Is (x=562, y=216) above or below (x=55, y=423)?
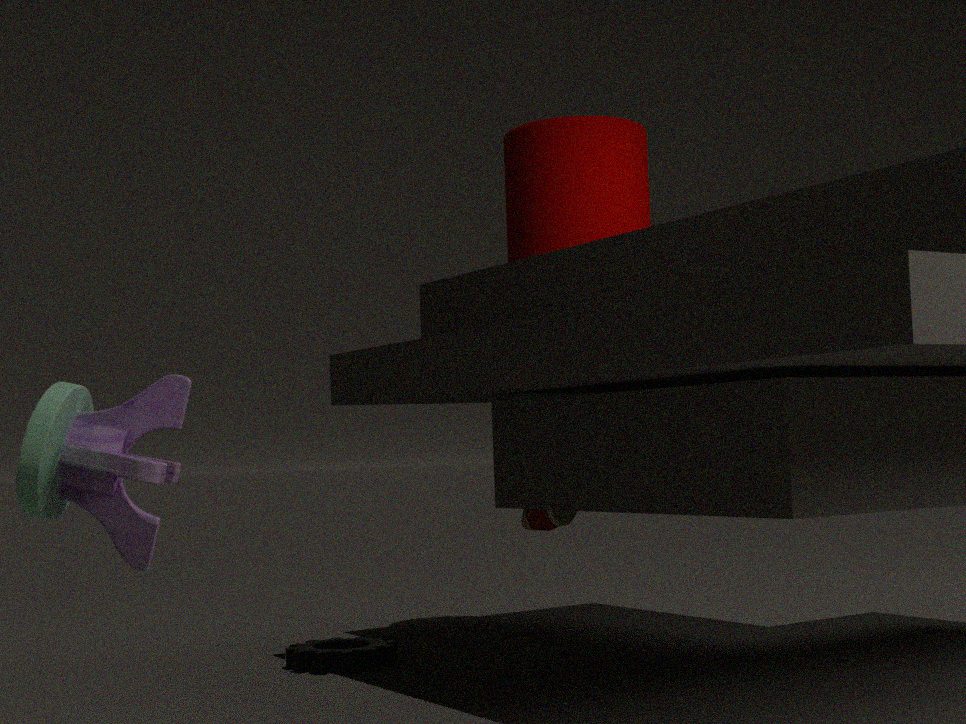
above
